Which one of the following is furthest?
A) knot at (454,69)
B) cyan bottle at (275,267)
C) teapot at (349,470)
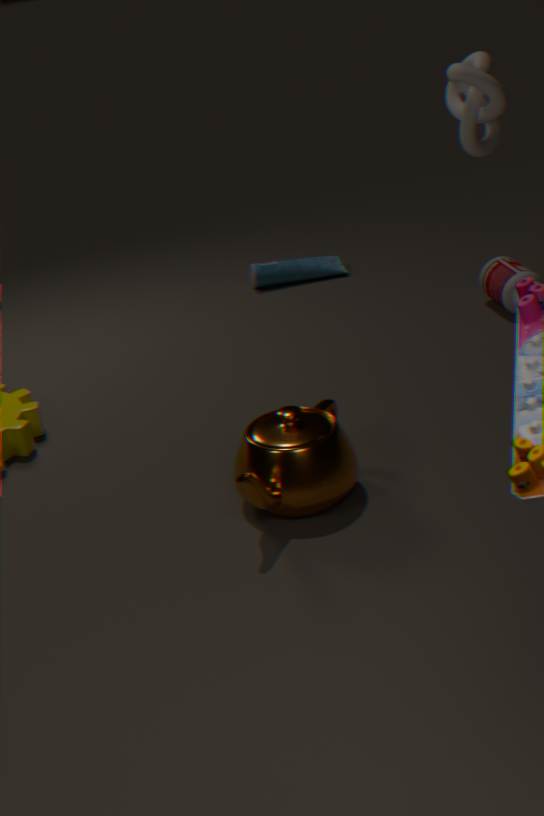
cyan bottle at (275,267)
